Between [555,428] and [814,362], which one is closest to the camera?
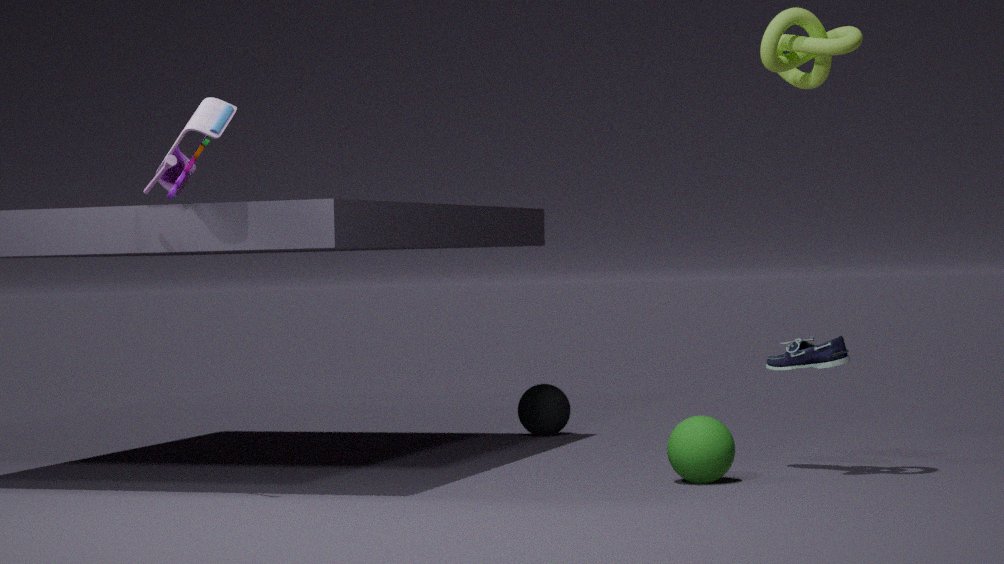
[814,362]
